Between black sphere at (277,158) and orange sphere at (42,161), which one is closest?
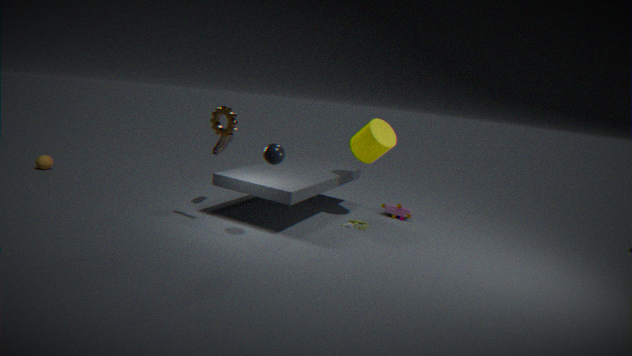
black sphere at (277,158)
